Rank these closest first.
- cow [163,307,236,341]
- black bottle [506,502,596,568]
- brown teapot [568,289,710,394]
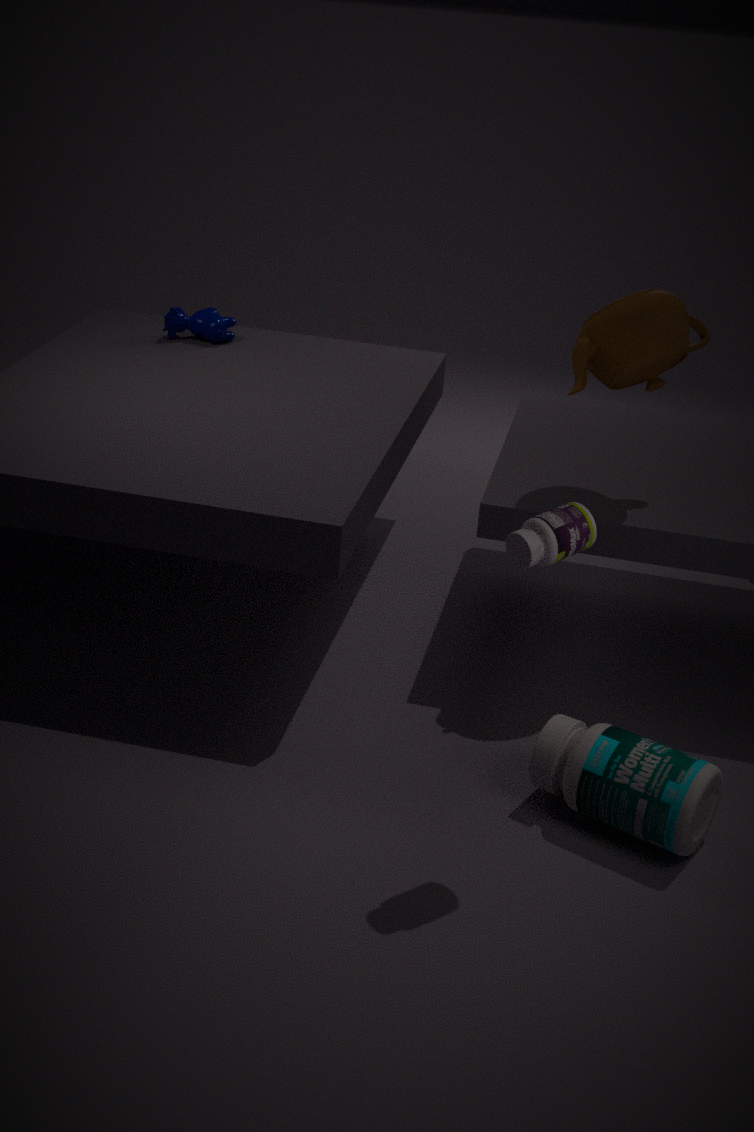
1. black bottle [506,502,596,568]
2. brown teapot [568,289,710,394]
3. cow [163,307,236,341]
